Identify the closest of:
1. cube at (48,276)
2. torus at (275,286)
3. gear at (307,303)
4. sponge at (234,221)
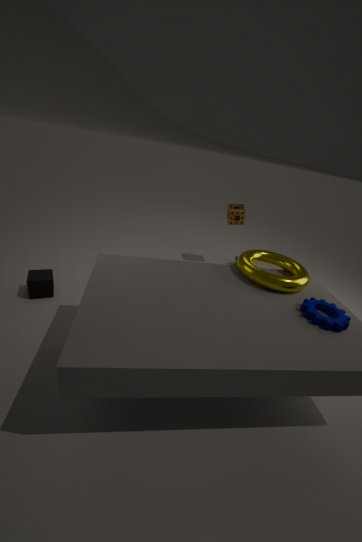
gear at (307,303)
